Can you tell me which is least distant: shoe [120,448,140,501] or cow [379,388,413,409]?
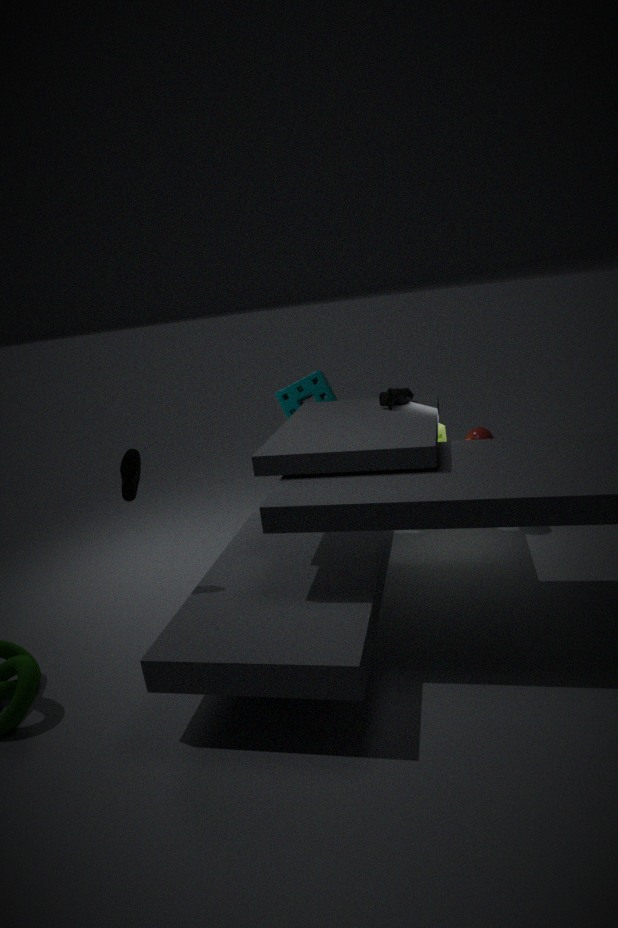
shoe [120,448,140,501]
